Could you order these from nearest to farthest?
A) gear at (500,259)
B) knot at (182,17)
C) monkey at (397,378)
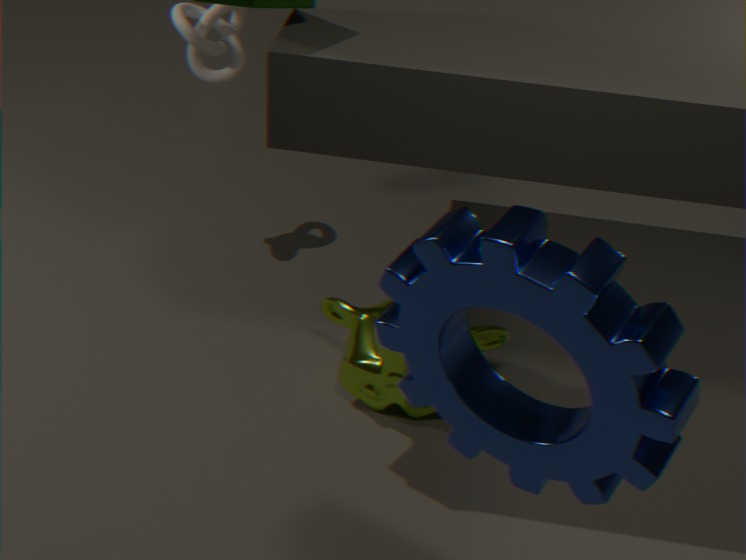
gear at (500,259) < monkey at (397,378) < knot at (182,17)
